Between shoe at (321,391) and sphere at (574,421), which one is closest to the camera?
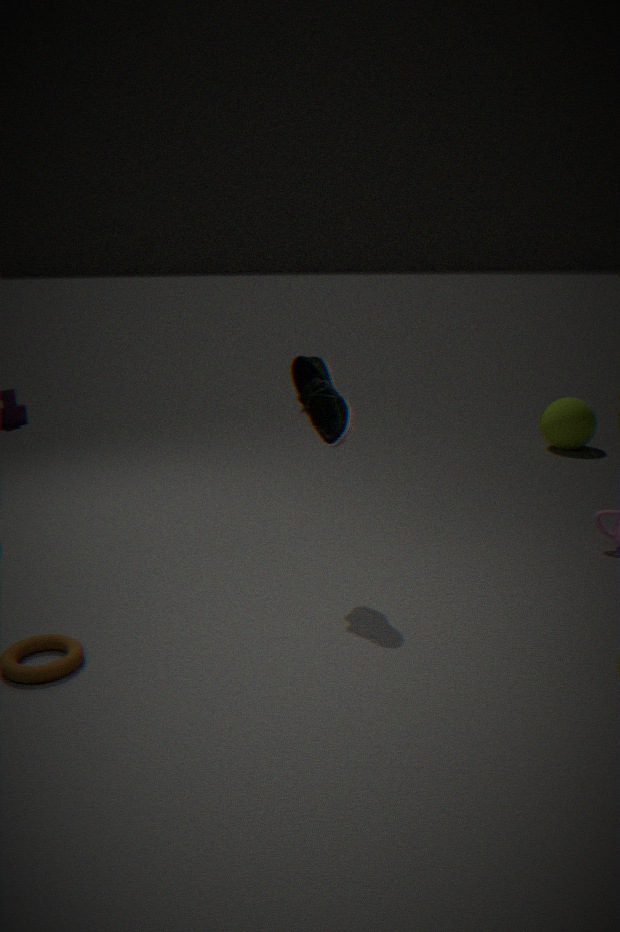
shoe at (321,391)
